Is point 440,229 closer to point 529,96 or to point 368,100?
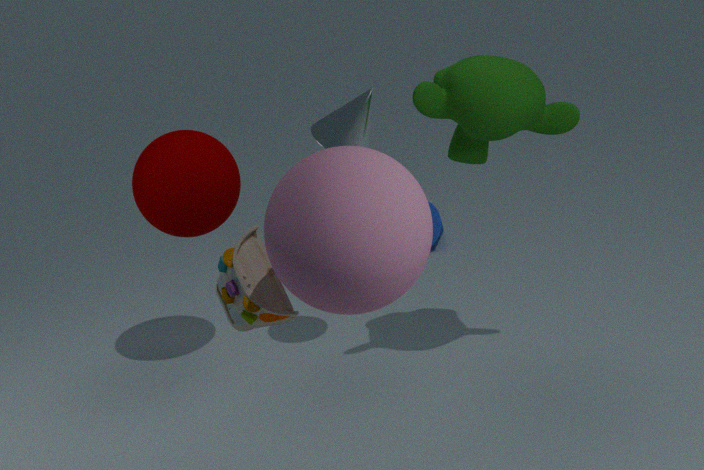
point 368,100
